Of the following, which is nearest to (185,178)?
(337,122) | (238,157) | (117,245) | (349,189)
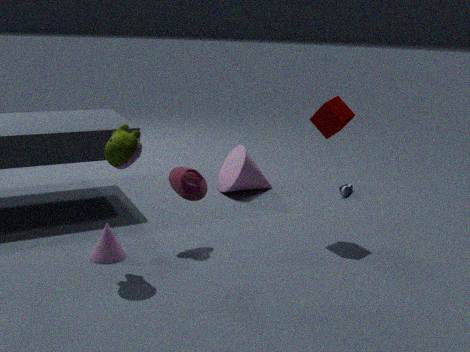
(117,245)
